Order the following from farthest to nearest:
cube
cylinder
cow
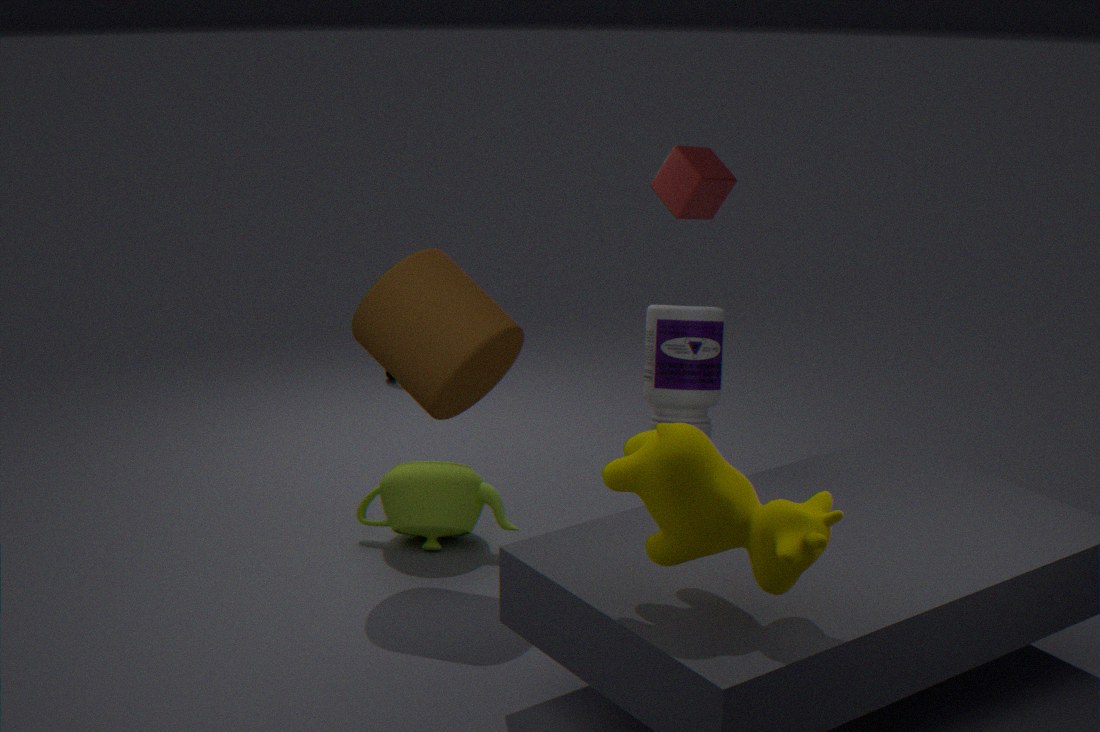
cube
cylinder
cow
